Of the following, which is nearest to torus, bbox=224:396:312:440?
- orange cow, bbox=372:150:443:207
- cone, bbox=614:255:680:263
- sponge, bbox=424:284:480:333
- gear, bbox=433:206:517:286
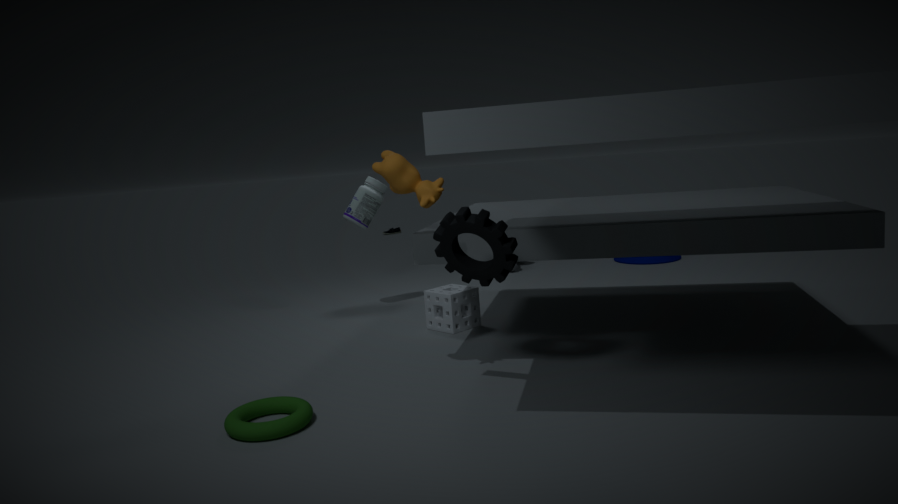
gear, bbox=433:206:517:286
